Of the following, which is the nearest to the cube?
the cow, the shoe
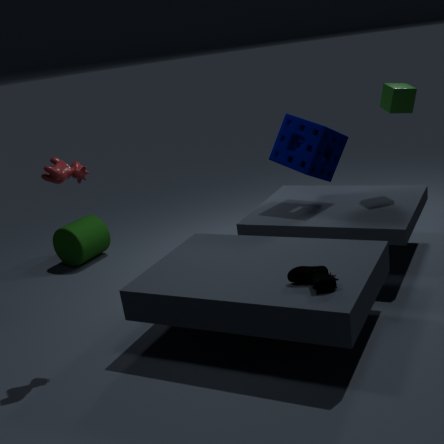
the shoe
